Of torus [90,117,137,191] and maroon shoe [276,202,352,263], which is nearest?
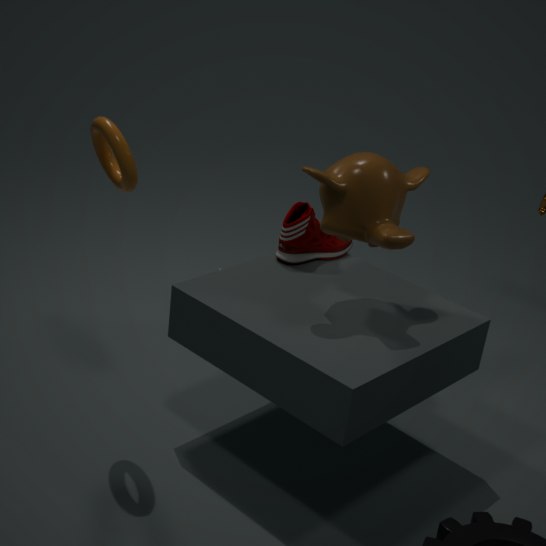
torus [90,117,137,191]
